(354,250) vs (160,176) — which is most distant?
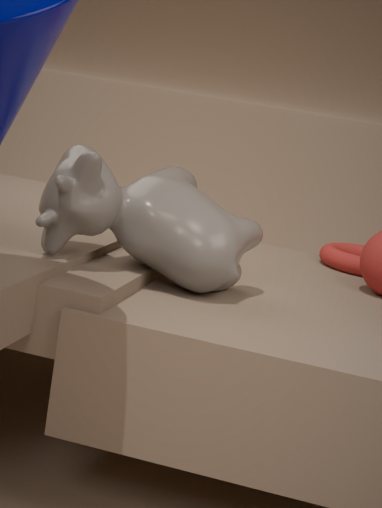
(354,250)
